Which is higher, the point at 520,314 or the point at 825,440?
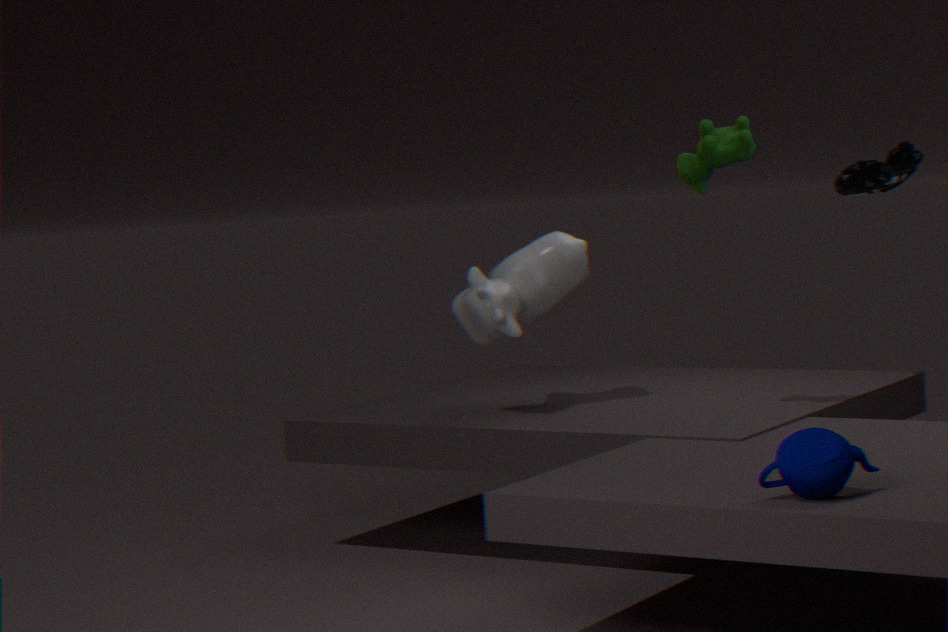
the point at 520,314
